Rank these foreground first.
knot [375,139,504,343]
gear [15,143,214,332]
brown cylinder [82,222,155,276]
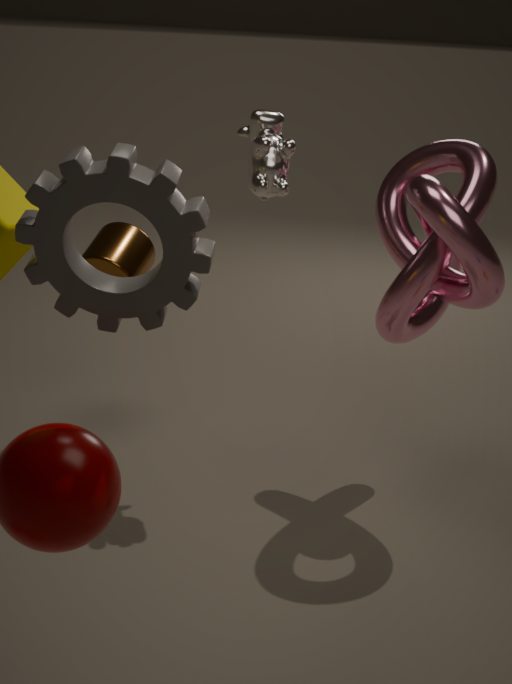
gear [15,143,214,332], knot [375,139,504,343], brown cylinder [82,222,155,276]
